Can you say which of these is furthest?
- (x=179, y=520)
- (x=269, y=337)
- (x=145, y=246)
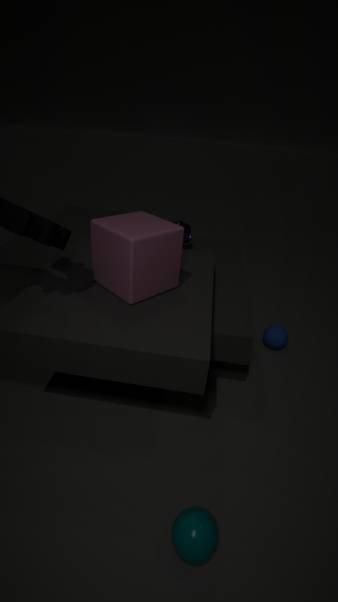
(x=269, y=337)
